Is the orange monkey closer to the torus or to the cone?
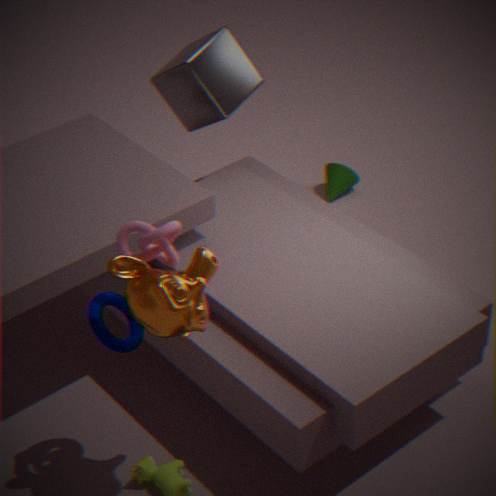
the torus
